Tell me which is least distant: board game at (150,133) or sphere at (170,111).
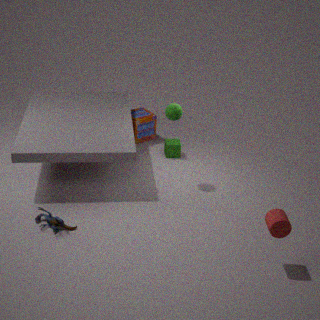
sphere at (170,111)
